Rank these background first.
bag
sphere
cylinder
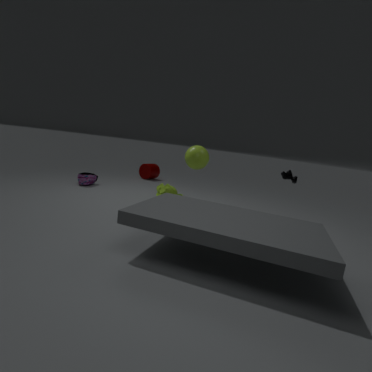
1. cylinder
2. bag
3. sphere
